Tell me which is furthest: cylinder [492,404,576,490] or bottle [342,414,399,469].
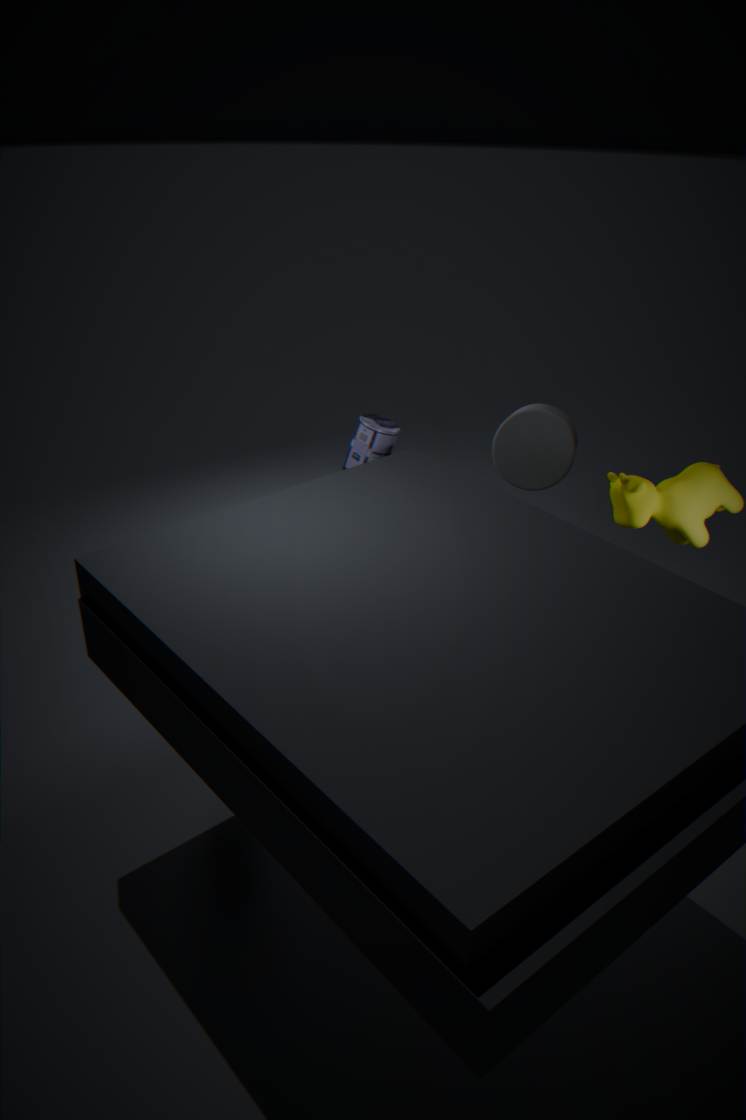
cylinder [492,404,576,490]
